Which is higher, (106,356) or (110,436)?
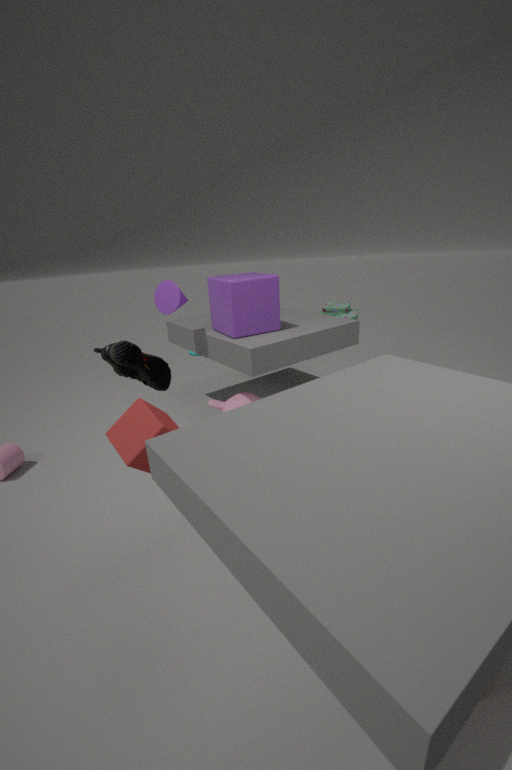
(106,356)
